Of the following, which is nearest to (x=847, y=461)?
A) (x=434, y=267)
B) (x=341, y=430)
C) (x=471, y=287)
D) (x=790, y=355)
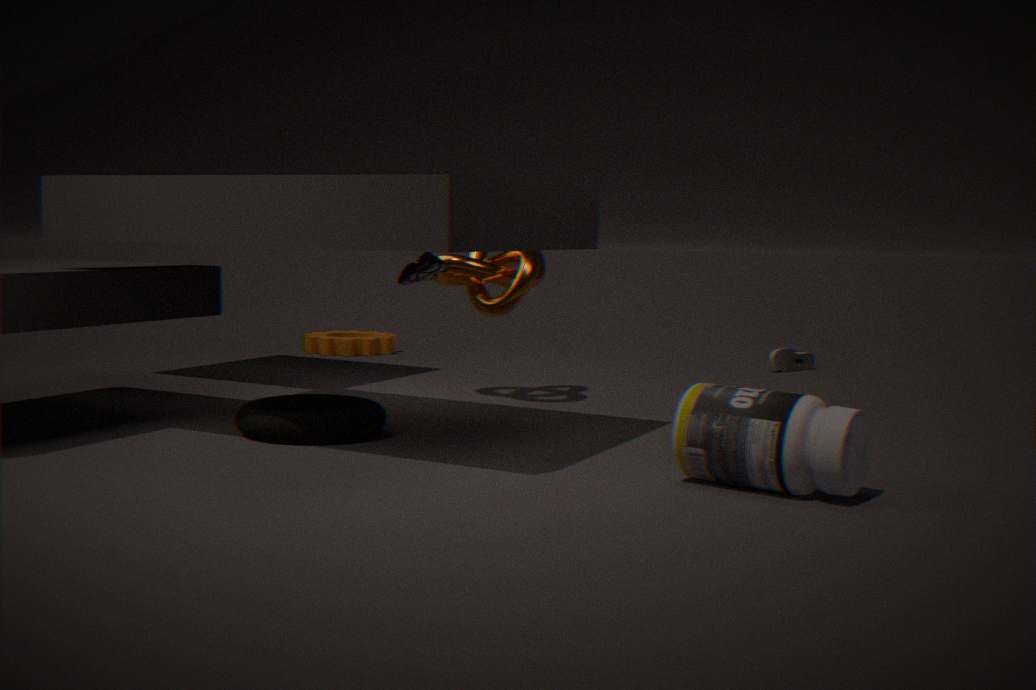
(x=434, y=267)
